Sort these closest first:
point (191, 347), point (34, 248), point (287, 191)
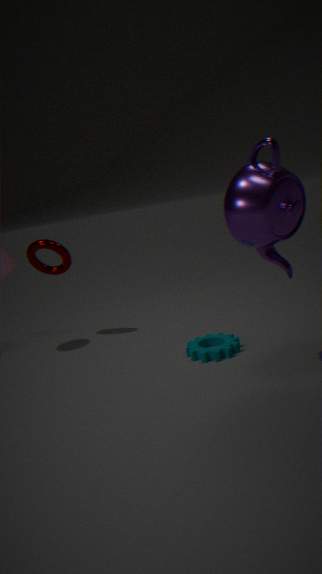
1. point (287, 191)
2. point (191, 347)
3. point (34, 248)
